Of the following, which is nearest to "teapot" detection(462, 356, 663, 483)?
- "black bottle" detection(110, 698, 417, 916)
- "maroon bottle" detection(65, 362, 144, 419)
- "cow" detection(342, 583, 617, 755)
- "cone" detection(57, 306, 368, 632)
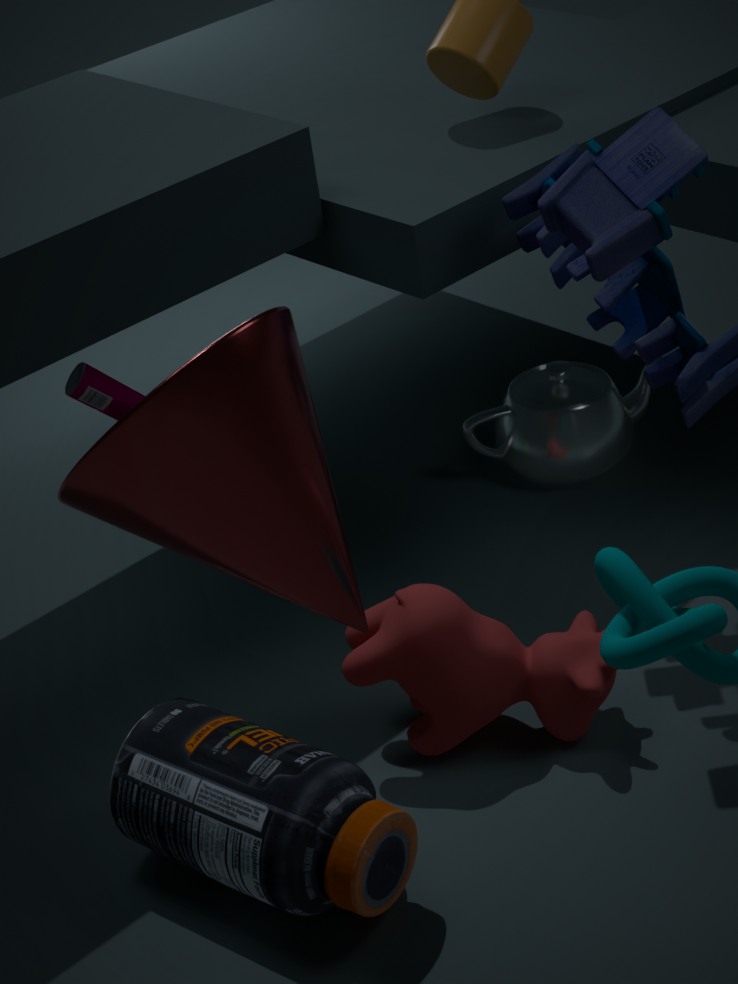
"cow" detection(342, 583, 617, 755)
